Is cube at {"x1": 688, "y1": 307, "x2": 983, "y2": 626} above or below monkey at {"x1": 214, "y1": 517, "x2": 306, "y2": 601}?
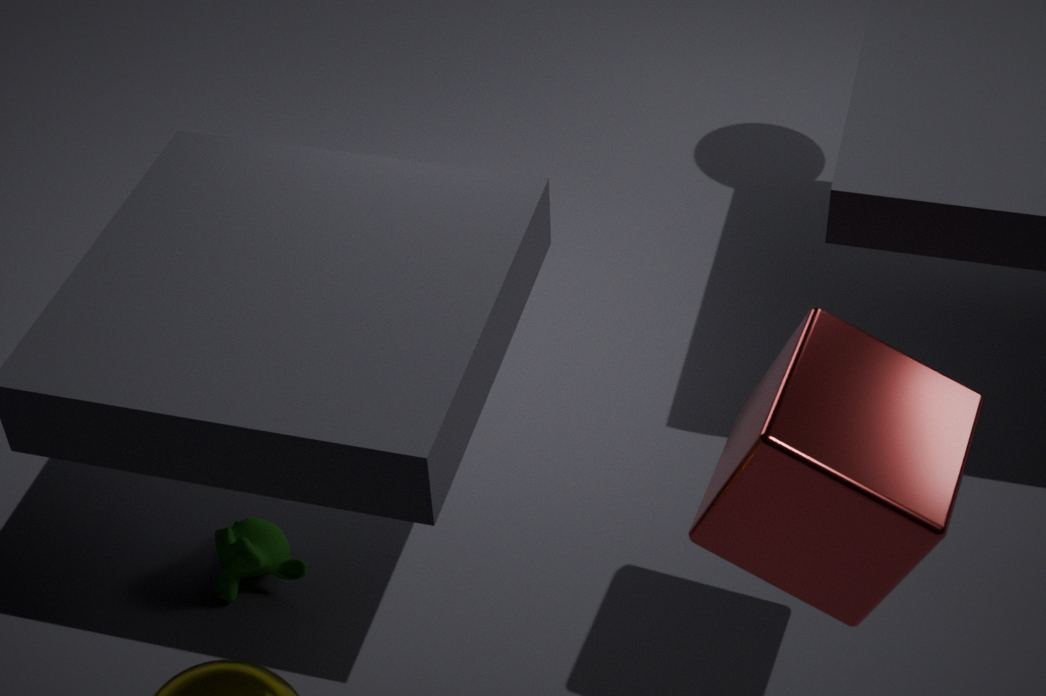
above
